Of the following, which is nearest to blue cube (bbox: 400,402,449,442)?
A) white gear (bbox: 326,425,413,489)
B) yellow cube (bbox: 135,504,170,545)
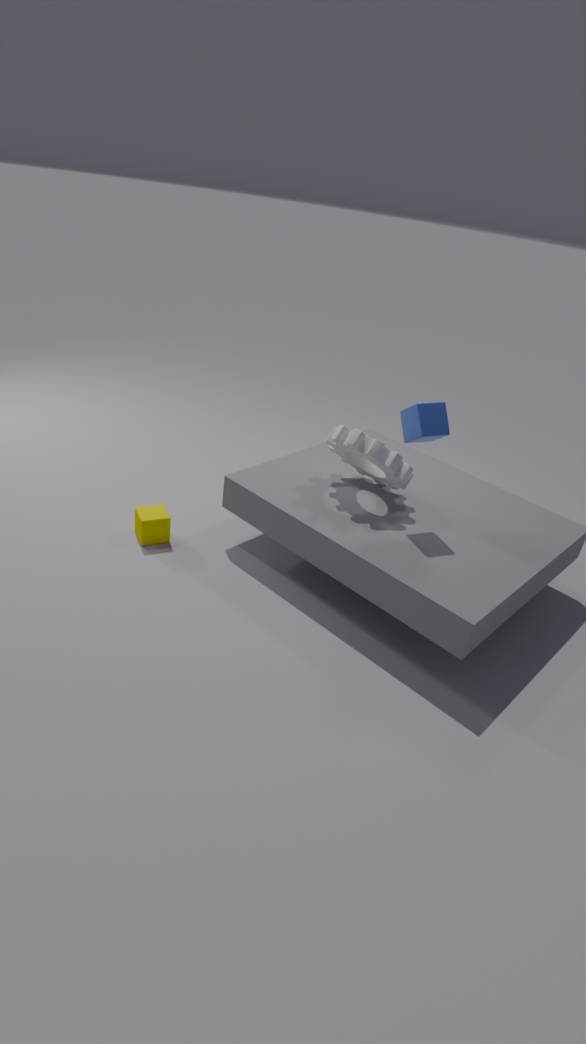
white gear (bbox: 326,425,413,489)
